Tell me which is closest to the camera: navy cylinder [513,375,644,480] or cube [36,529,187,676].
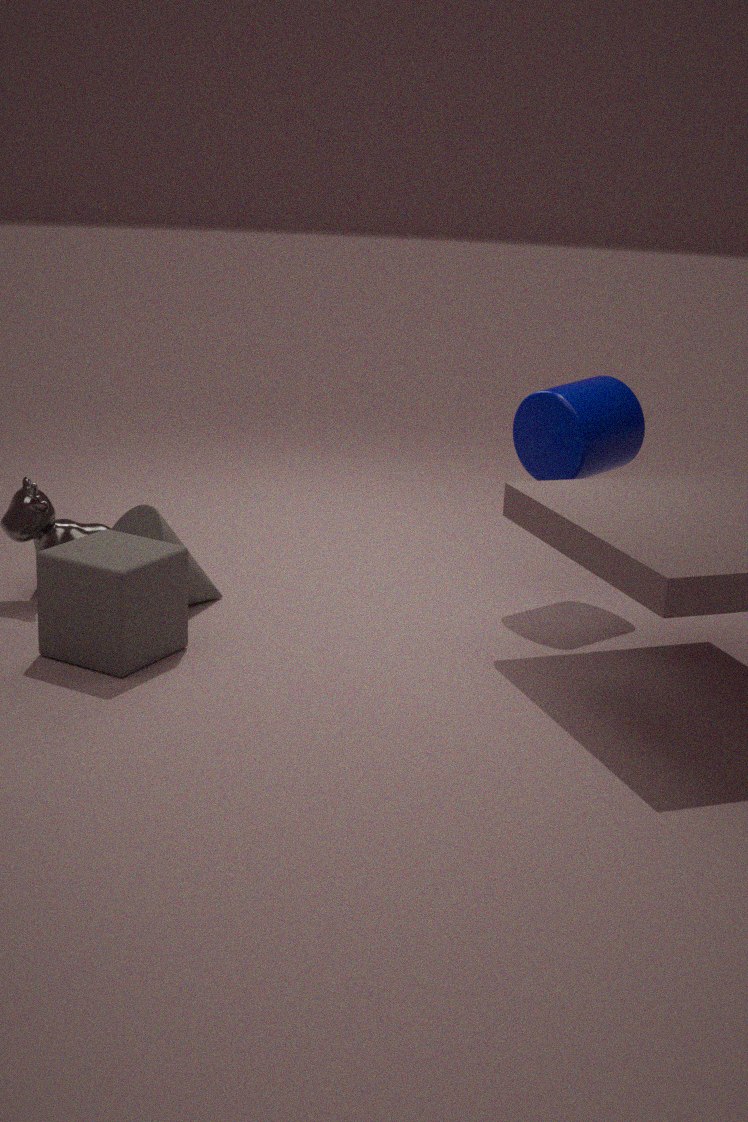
cube [36,529,187,676]
